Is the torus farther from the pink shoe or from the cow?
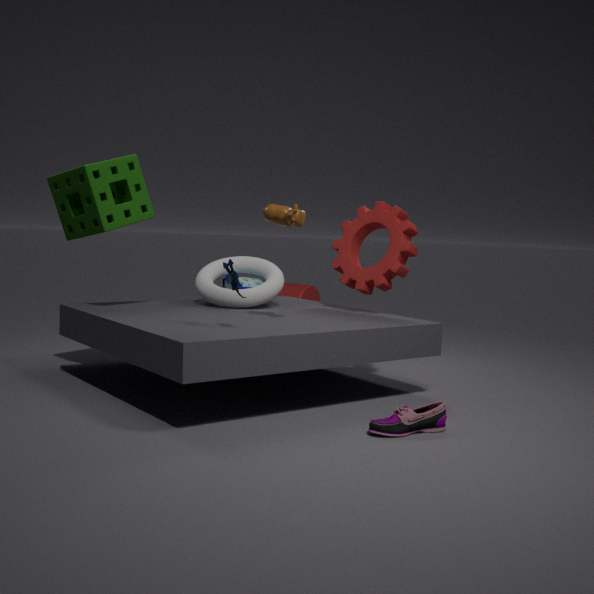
the pink shoe
